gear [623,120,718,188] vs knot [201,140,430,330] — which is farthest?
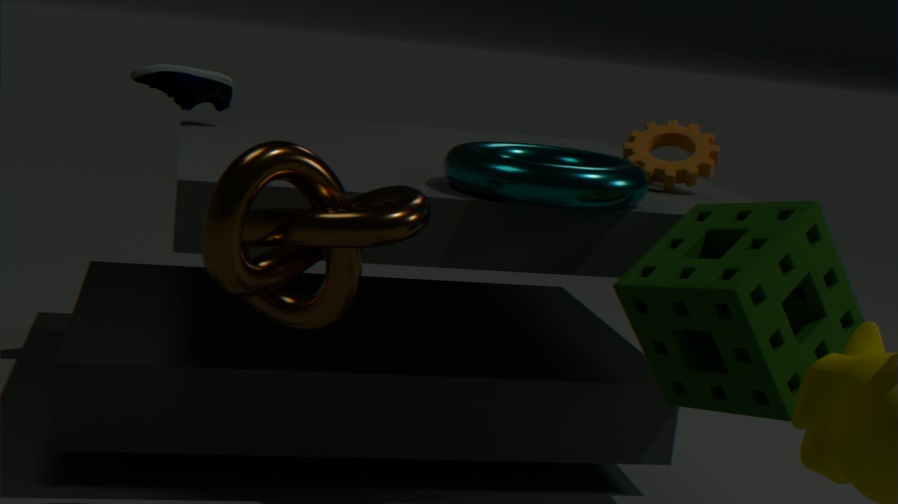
gear [623,120,718,188]
